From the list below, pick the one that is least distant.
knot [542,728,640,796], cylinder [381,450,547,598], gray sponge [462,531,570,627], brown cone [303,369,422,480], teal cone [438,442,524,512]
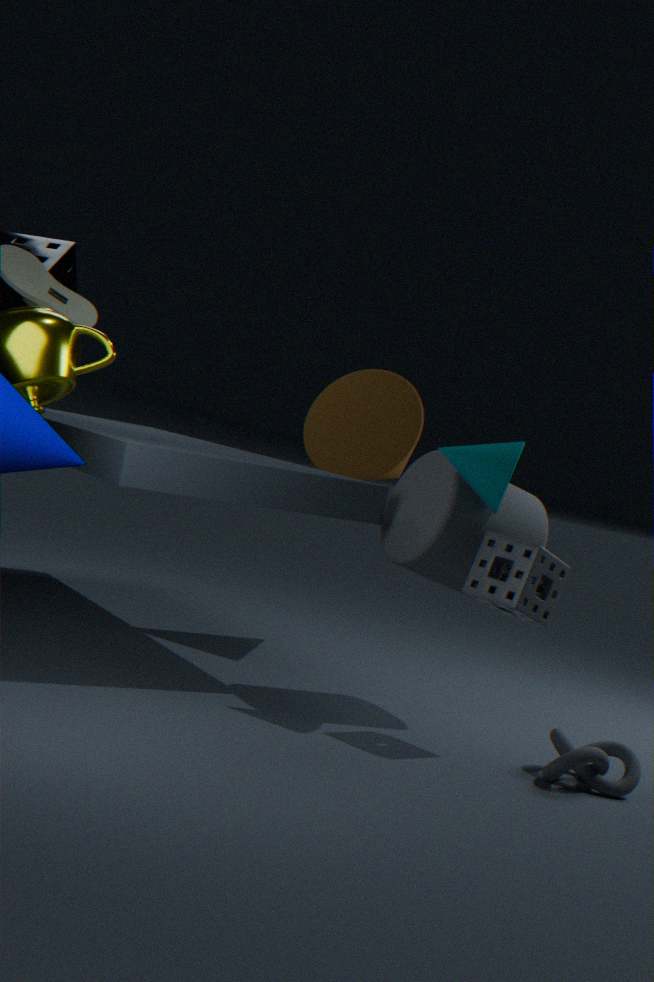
knot [542,728,640,796]
